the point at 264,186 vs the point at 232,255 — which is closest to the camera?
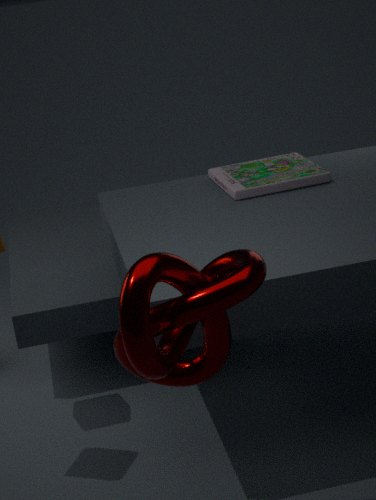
the point at 232,255
